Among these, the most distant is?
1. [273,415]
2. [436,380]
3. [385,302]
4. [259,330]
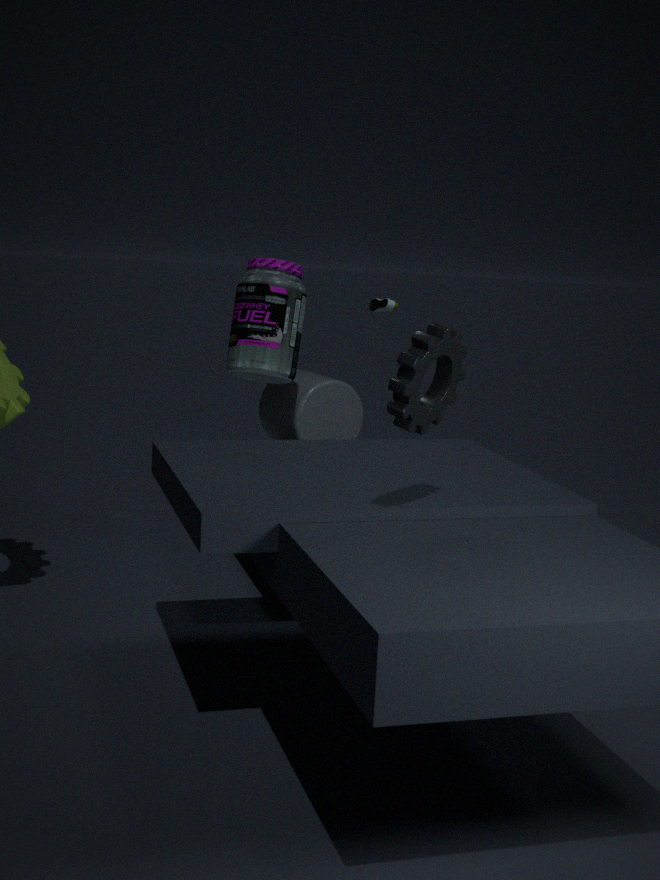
[273,415]
